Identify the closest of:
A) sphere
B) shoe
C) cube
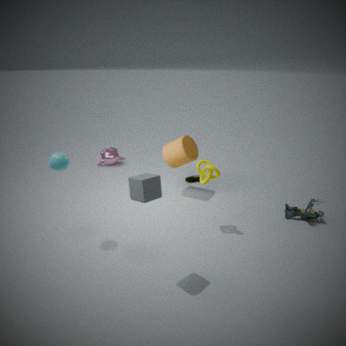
cube
